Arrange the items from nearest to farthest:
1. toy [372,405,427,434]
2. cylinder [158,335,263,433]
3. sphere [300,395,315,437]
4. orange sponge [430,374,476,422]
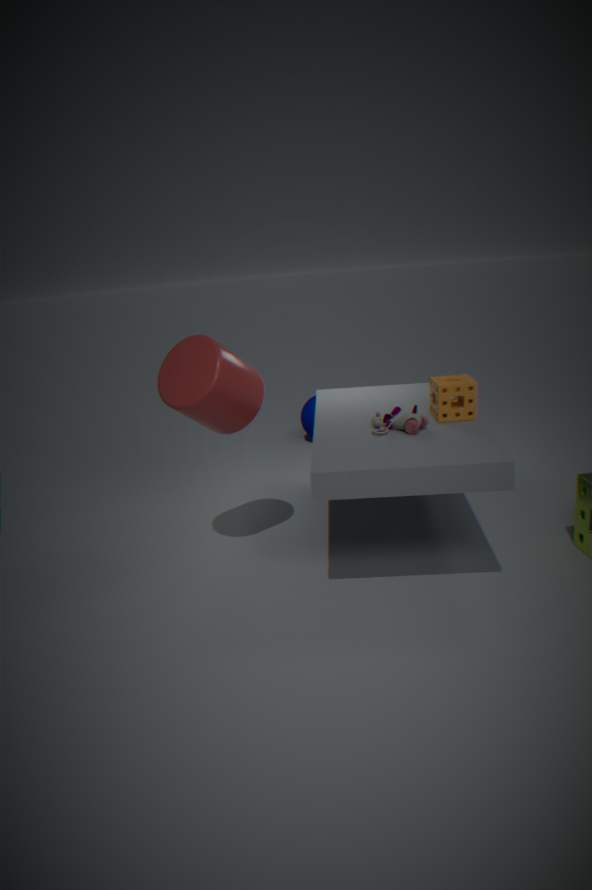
cylinder [158,335,263,433], toy [372,405,427,434], orange sponge [430,374,476,422], sphere [300,395,315,437]
